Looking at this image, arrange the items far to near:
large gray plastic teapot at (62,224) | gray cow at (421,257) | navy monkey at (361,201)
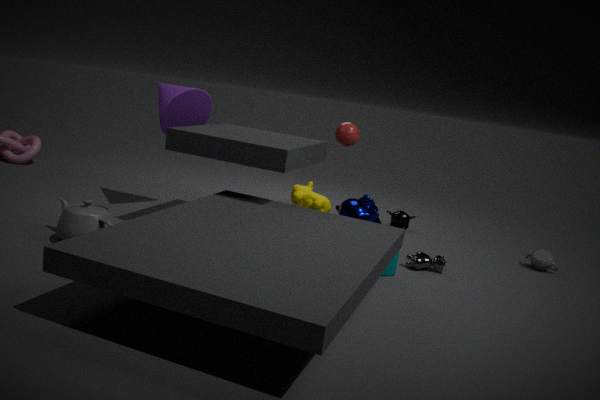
navy monkey at (361,201), gray cow at (421,257), large gray plastic teapot at (62,224)
